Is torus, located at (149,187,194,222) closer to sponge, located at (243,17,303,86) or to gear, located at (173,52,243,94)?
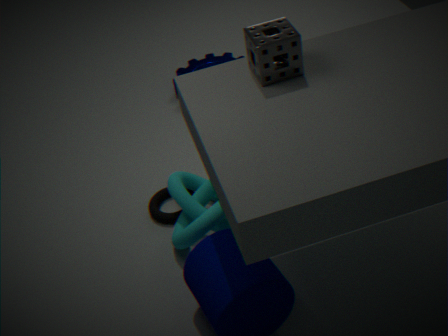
gear, located at (173,52,243,94)
